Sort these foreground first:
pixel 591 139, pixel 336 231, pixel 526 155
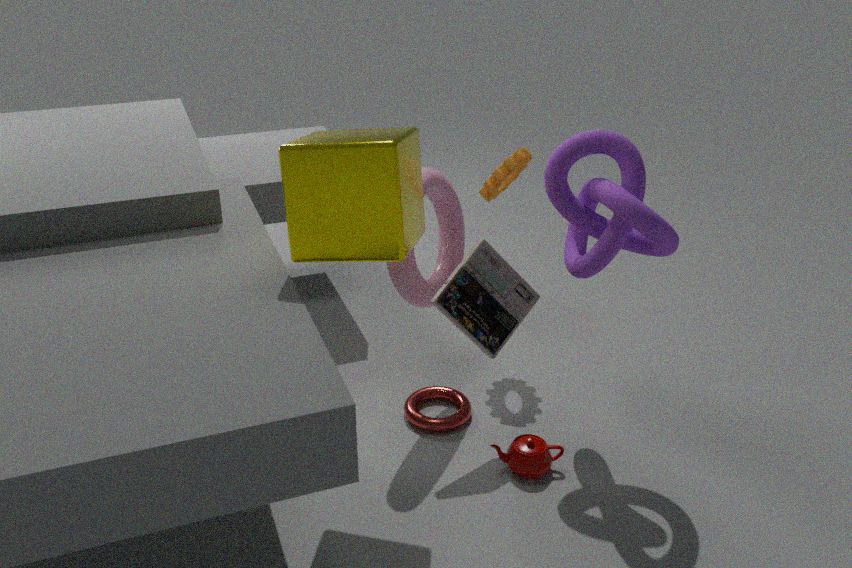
pixel 336 231 → pixel 591 139 → pixel 526 155
